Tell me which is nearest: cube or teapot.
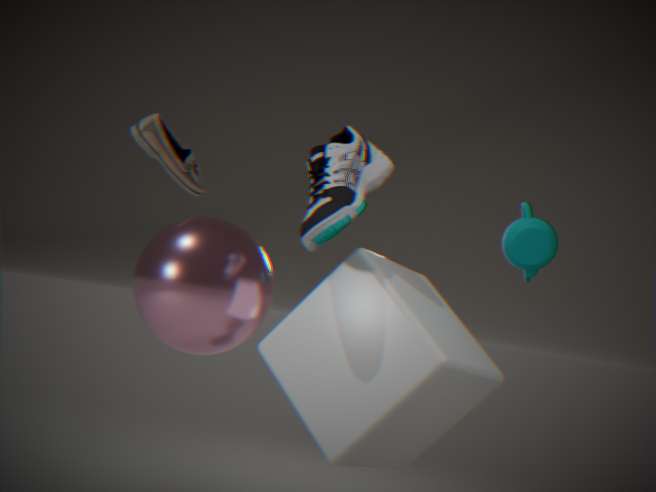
cube
